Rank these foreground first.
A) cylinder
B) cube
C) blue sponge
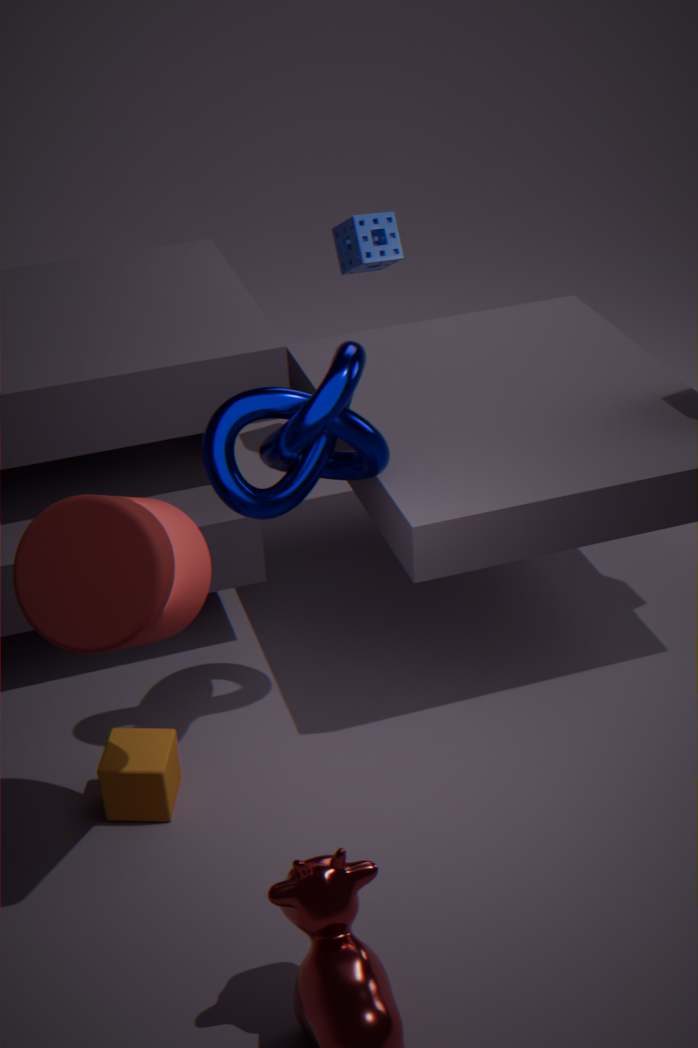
cylinder
cube
blue sponge
